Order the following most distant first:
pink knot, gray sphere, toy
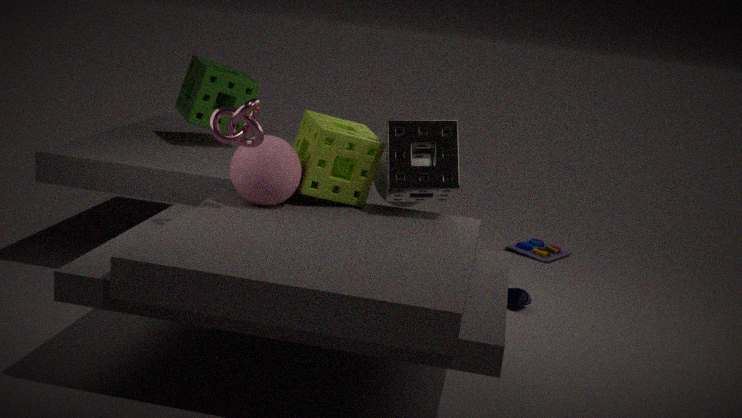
toy
gray sphere
pink knot
